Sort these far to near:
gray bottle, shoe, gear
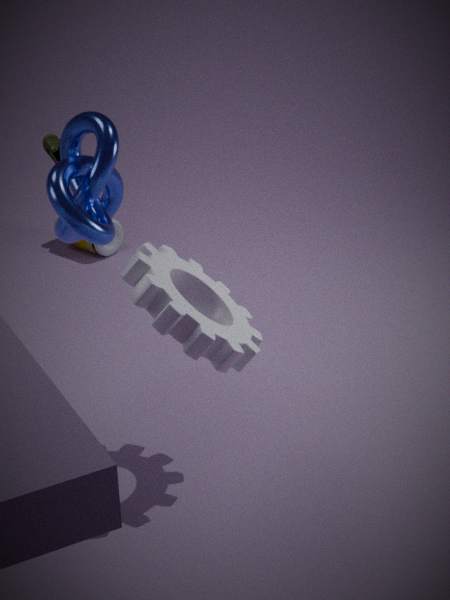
gray bottle → shoe → gear
